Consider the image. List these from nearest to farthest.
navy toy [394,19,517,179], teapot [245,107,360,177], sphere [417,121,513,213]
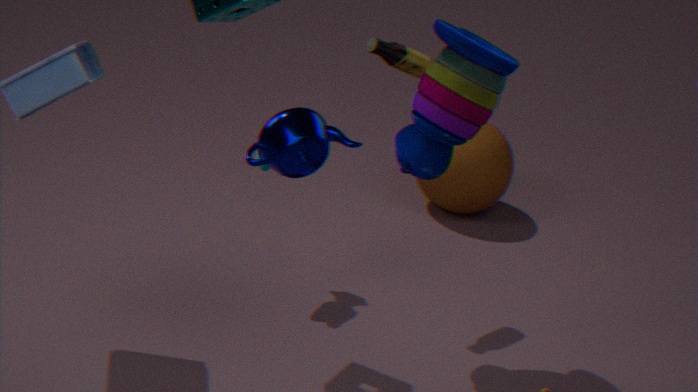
1. teapot [245,107,360,177]
2. navy toy [394,19,517,179]
3. sphere [417,121,513,213]
